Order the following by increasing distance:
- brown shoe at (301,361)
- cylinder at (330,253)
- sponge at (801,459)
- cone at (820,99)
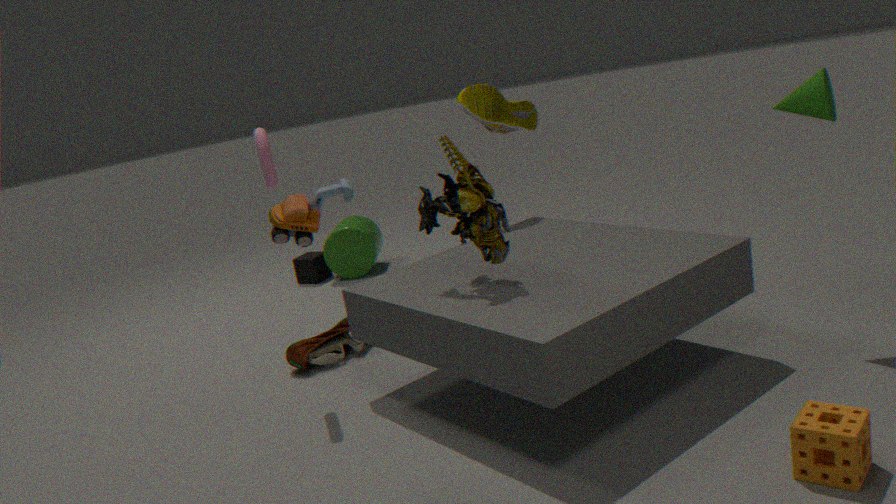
sponge at (801,459), cone at (820,99), brown shoe at (301,361), cylinder at (330,253)
